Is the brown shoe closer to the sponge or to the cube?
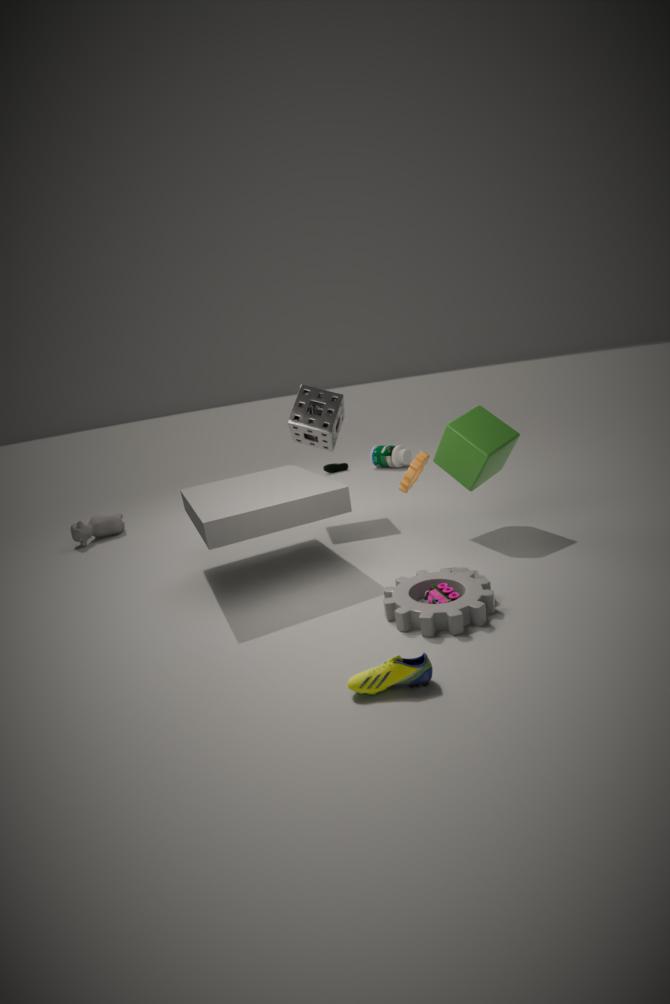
the cube
